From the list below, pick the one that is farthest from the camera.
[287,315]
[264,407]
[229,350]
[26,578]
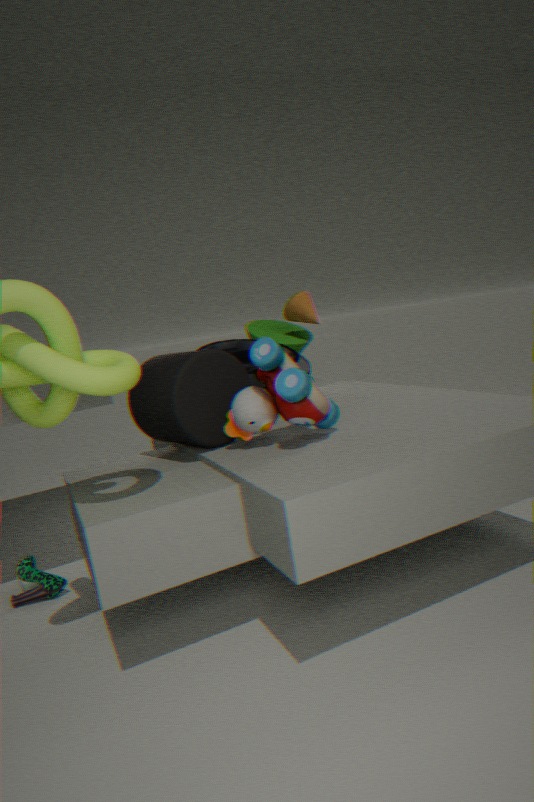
[287,315]
